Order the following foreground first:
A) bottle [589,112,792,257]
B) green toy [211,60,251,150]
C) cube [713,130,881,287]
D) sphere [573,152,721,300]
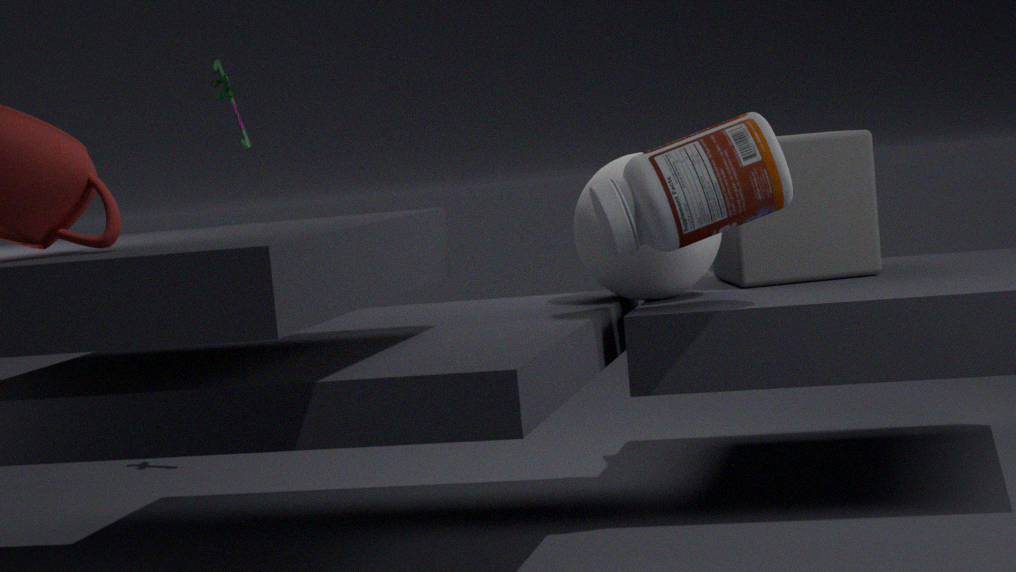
1. bottle [589,112,792,257]
2. sphere [573,152,721,300]
3. cube [713,130,881,287]
4. green toy [211,60,251,150]
